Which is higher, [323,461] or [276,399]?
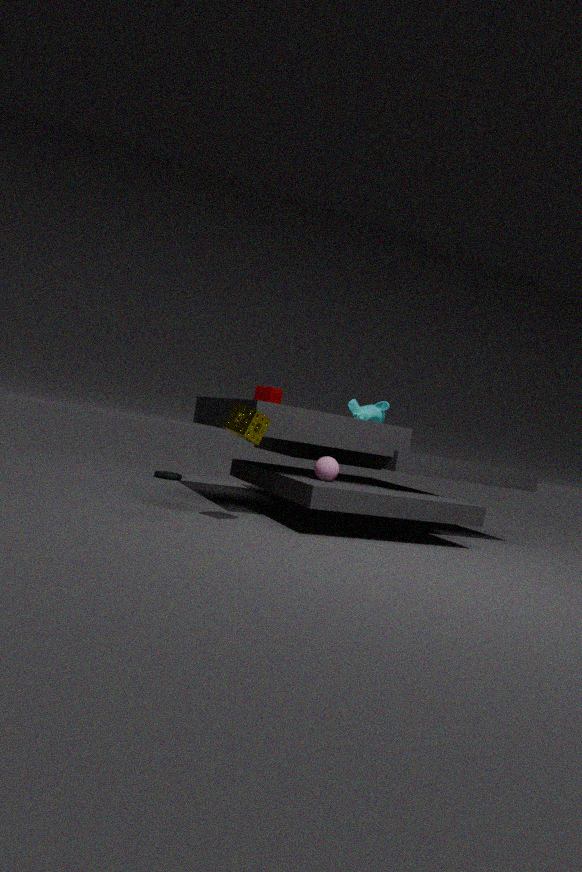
[276,399]
